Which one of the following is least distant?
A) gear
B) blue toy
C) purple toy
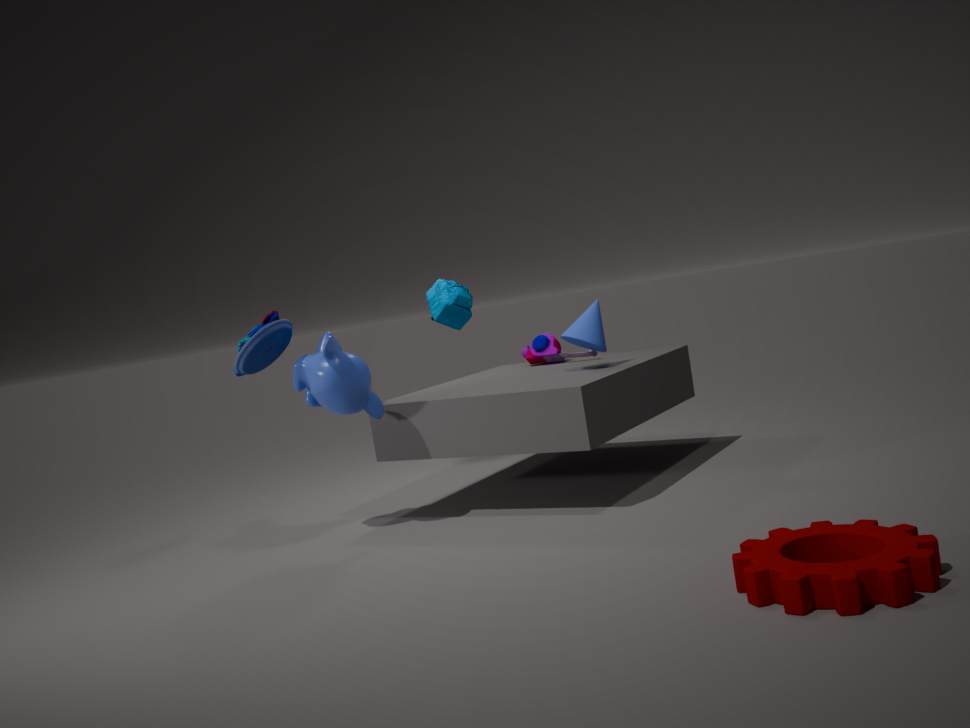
gear
